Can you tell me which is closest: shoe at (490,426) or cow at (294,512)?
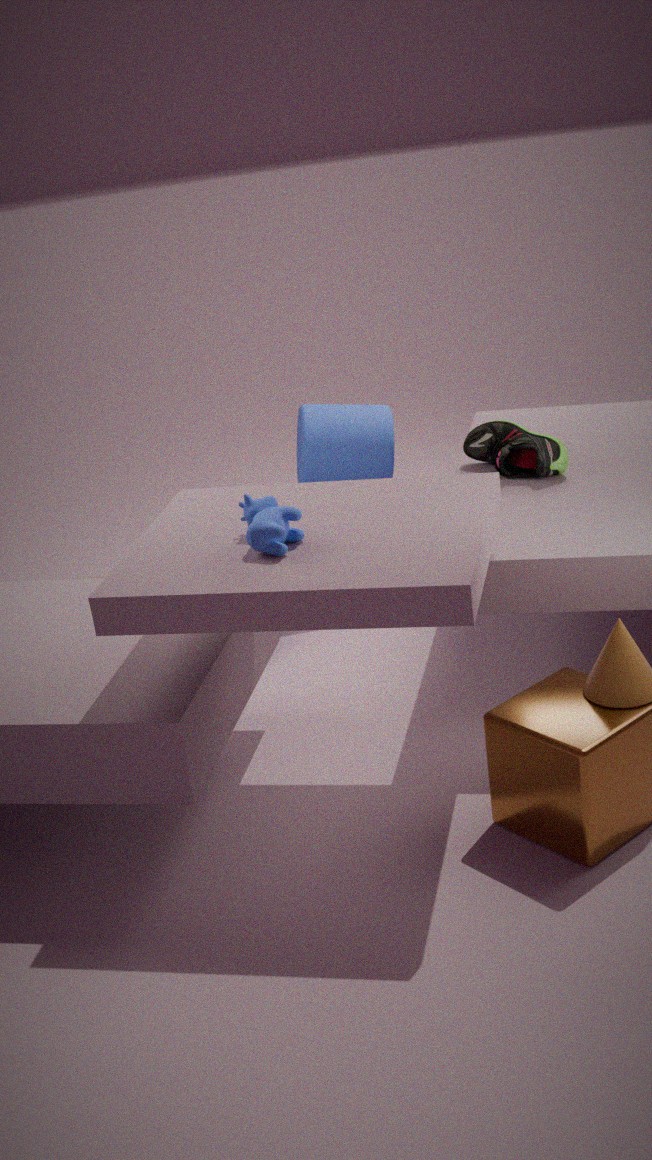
cow at (294,512)
